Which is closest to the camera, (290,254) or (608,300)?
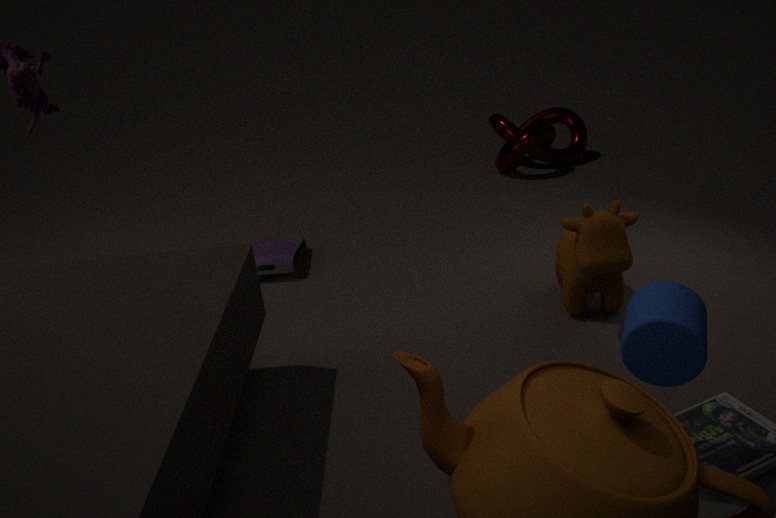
(608,300)
